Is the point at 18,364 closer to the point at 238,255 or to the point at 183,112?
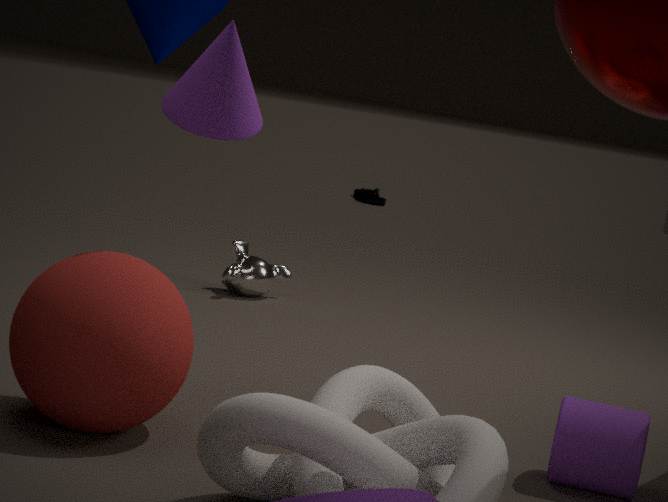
the point at 183,112
